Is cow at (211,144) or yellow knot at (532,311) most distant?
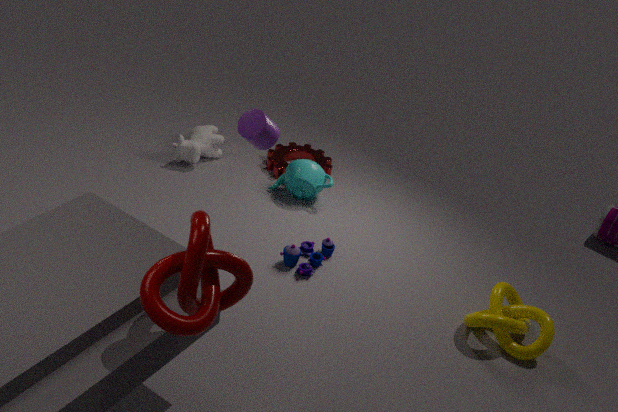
cow at (211,144)
